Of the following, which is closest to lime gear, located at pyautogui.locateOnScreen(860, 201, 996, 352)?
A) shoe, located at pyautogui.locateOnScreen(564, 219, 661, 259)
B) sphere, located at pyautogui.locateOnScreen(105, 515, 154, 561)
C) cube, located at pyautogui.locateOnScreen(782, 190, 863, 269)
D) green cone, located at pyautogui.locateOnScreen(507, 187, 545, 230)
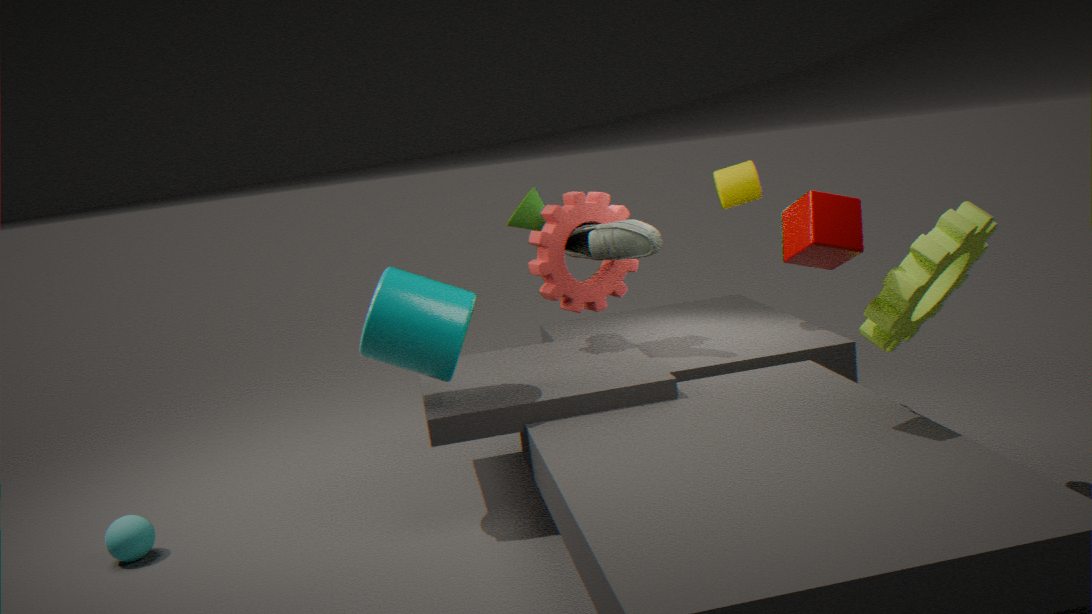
cube, located at pyautogui.locateOnScreen(782, 190, 863, 269)
